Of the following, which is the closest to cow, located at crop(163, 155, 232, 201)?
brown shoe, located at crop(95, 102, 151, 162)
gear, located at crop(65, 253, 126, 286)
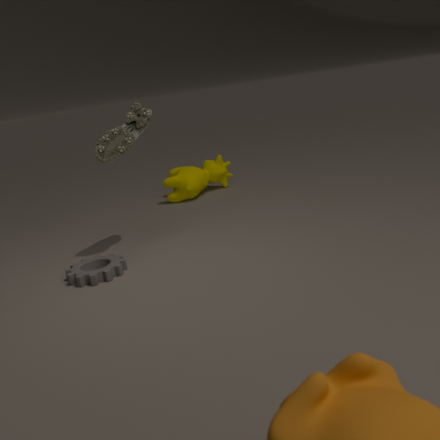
brown shoe, located at crop(95, 102, 151, 162)
